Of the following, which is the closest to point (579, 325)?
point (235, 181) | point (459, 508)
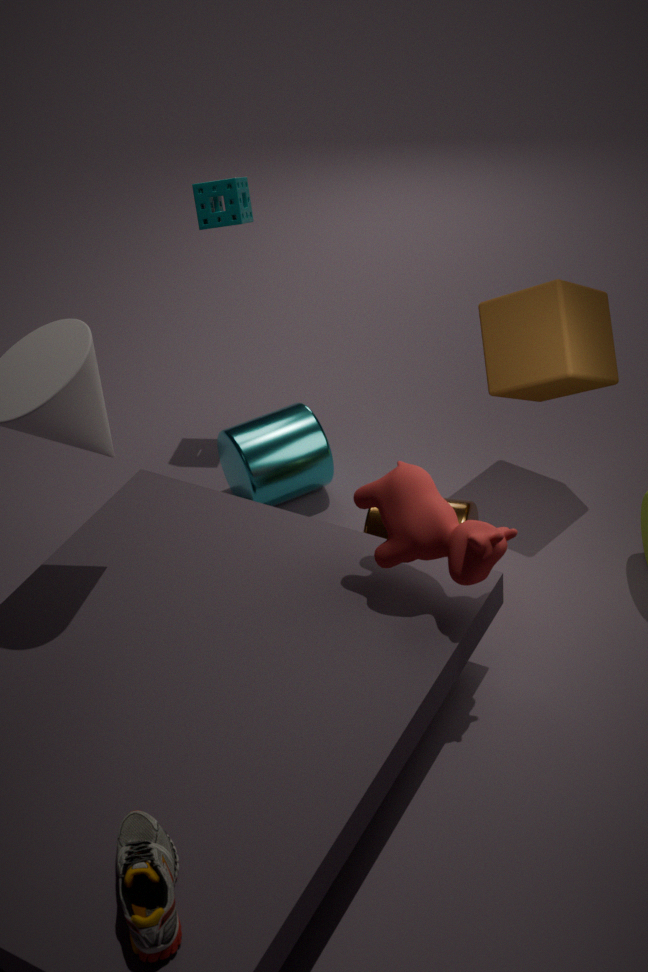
point (459, 508)
